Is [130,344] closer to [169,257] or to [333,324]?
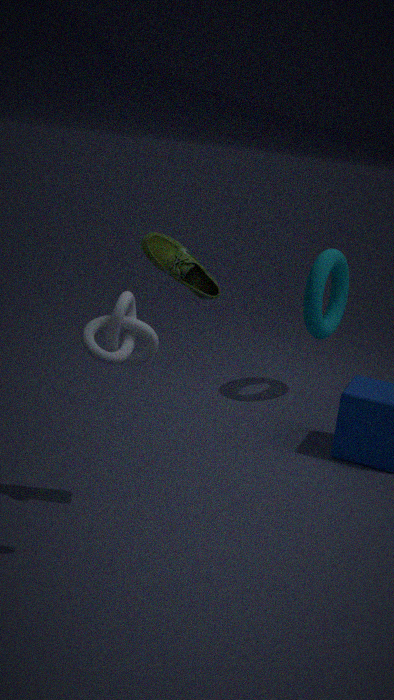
[169,257]
